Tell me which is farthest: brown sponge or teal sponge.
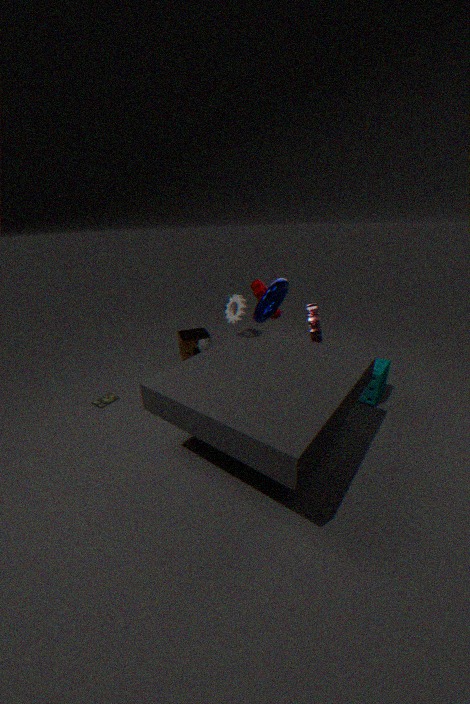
brown sponge
